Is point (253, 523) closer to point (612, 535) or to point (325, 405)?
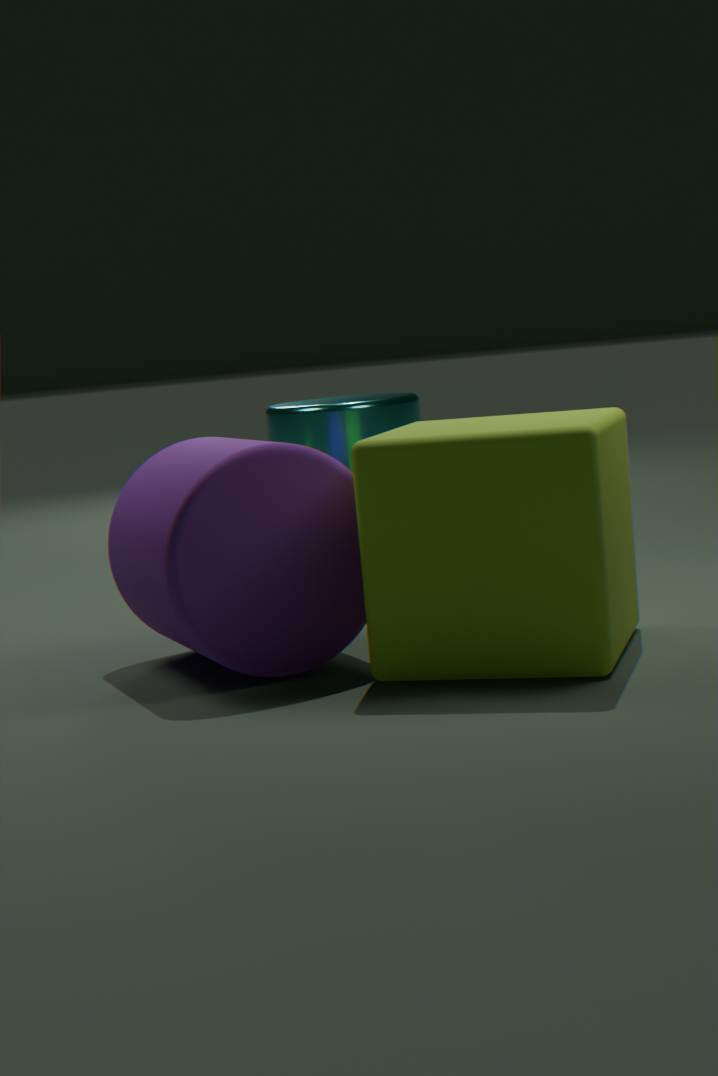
point (612, 535)
